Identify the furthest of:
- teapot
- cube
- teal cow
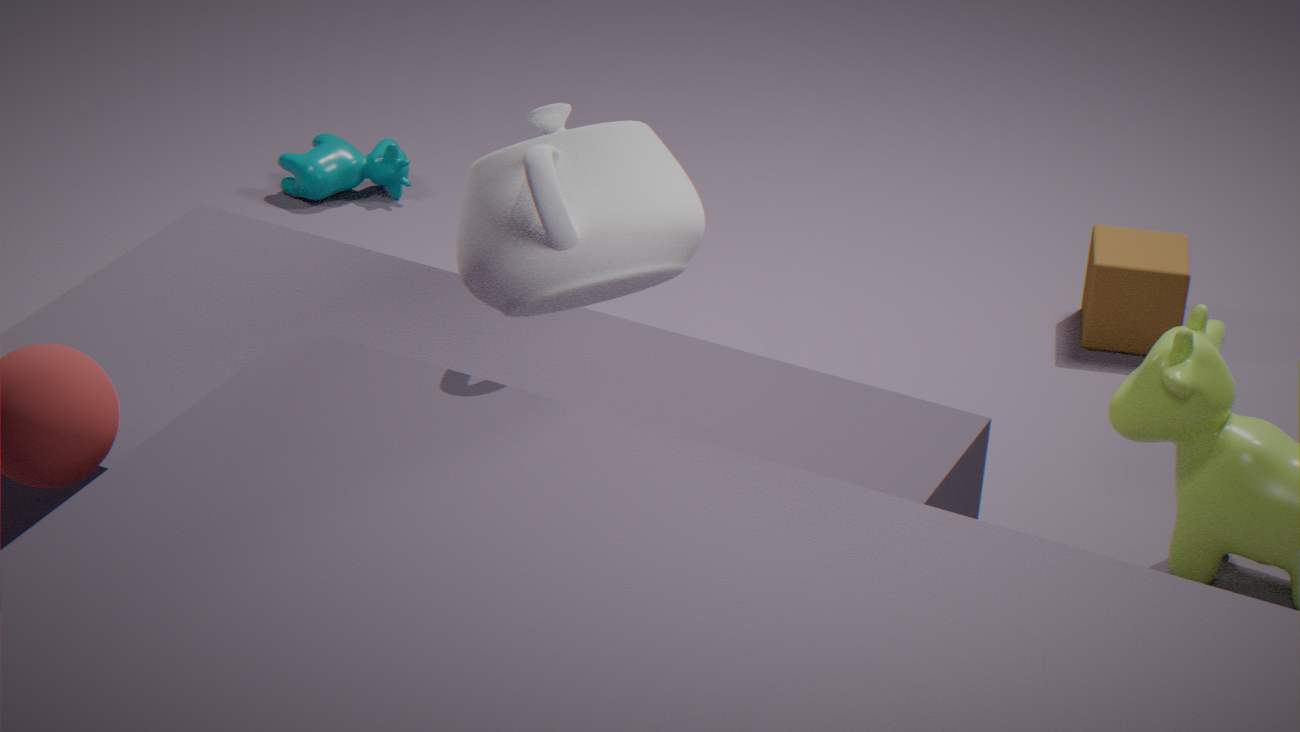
teal cow
